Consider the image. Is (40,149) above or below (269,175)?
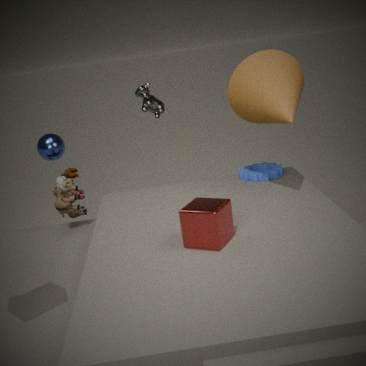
above
